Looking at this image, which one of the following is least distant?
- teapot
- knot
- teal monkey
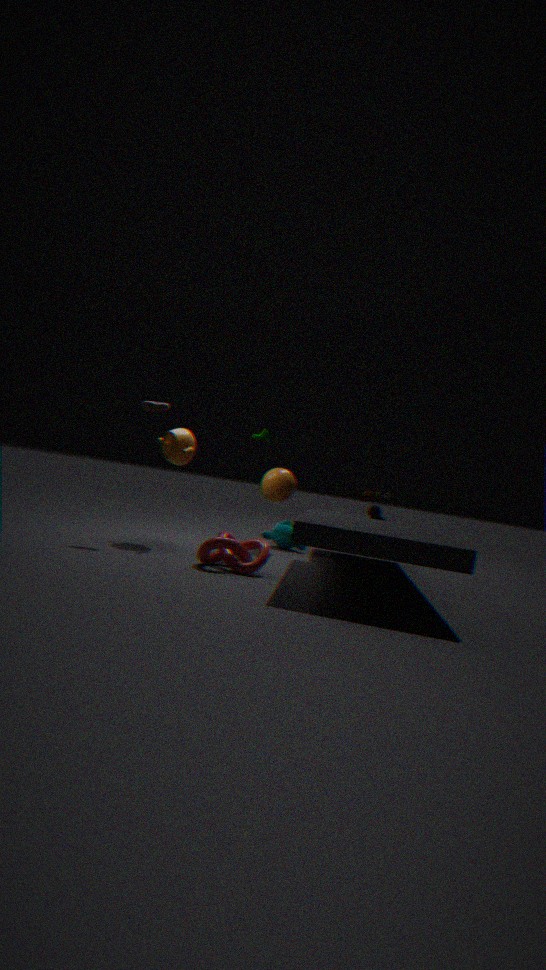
knot
